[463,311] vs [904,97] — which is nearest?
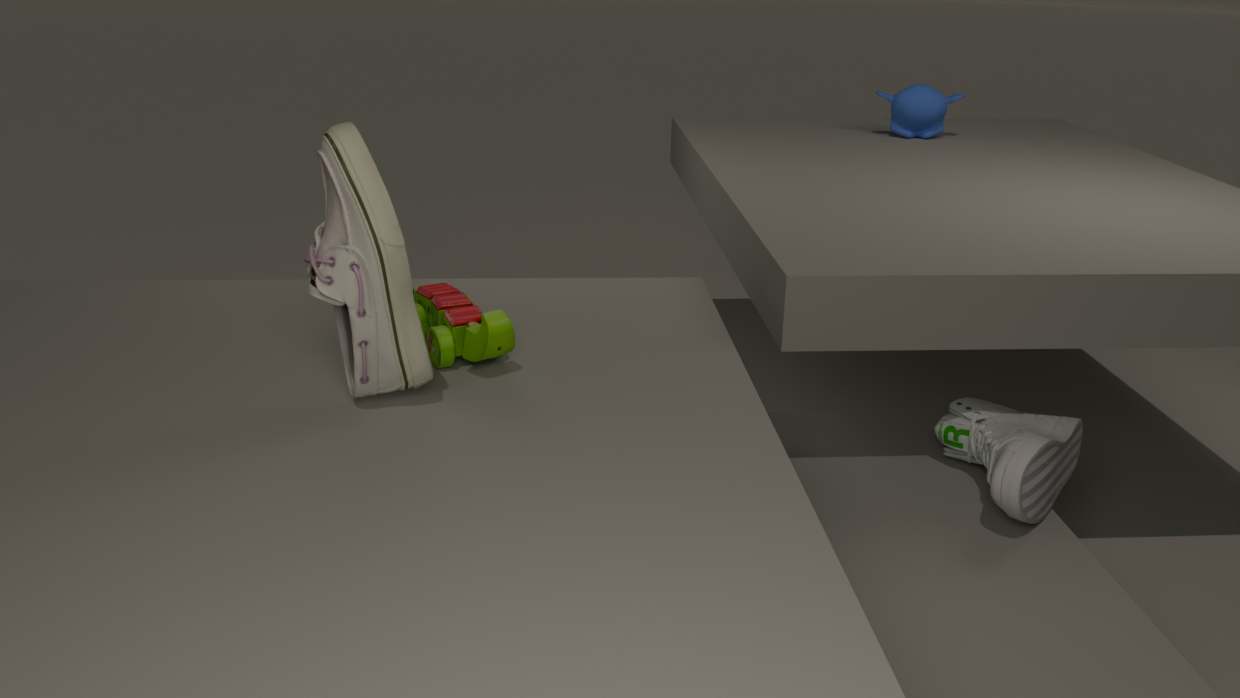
[463,311]
